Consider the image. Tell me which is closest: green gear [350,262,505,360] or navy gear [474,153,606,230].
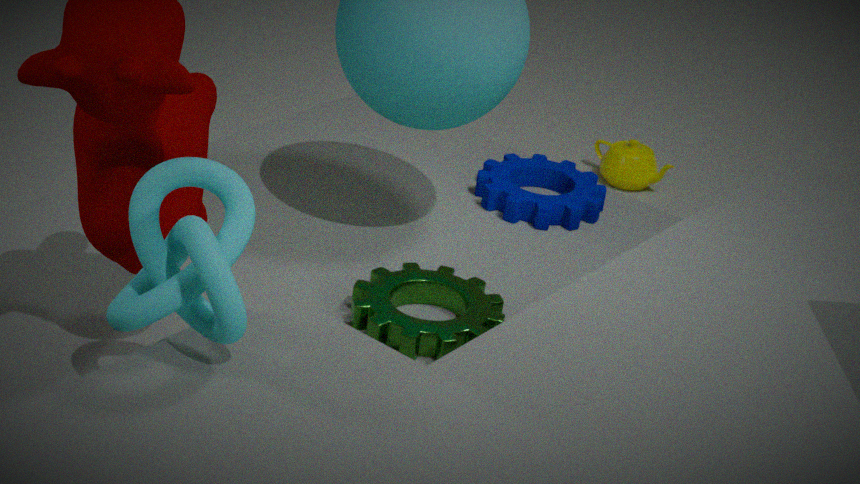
green gear [350,262,505,360]
